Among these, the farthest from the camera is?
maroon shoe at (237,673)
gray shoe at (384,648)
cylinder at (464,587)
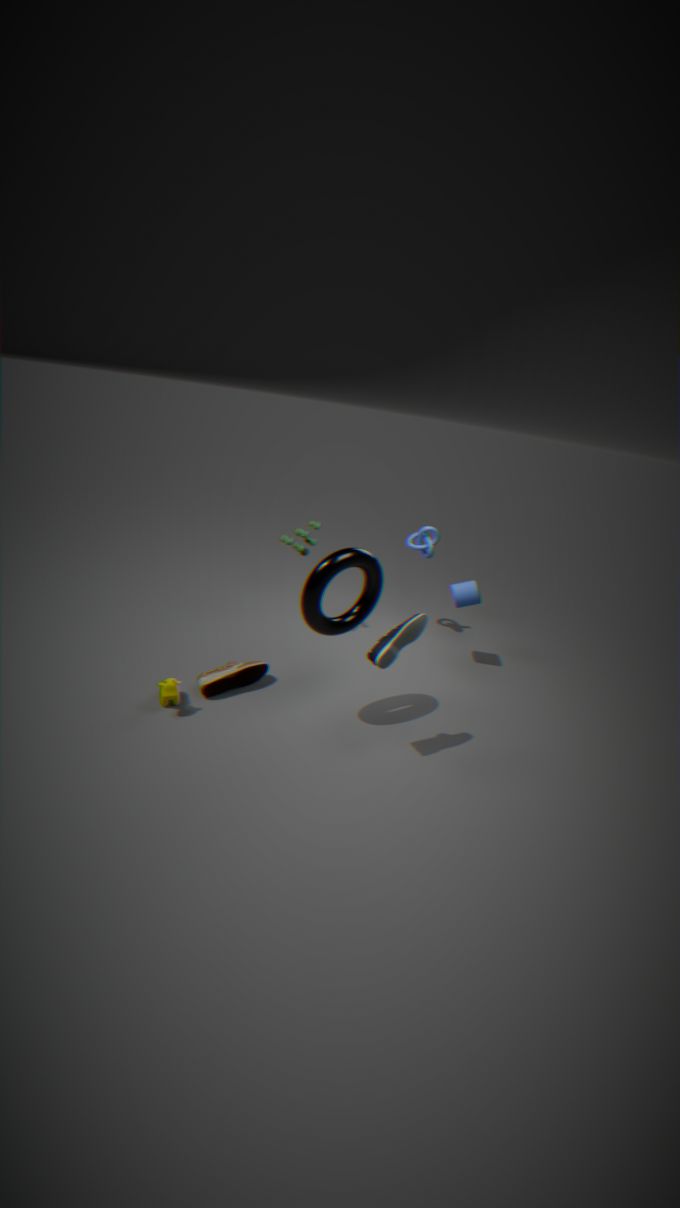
cylinder at (464,587)
